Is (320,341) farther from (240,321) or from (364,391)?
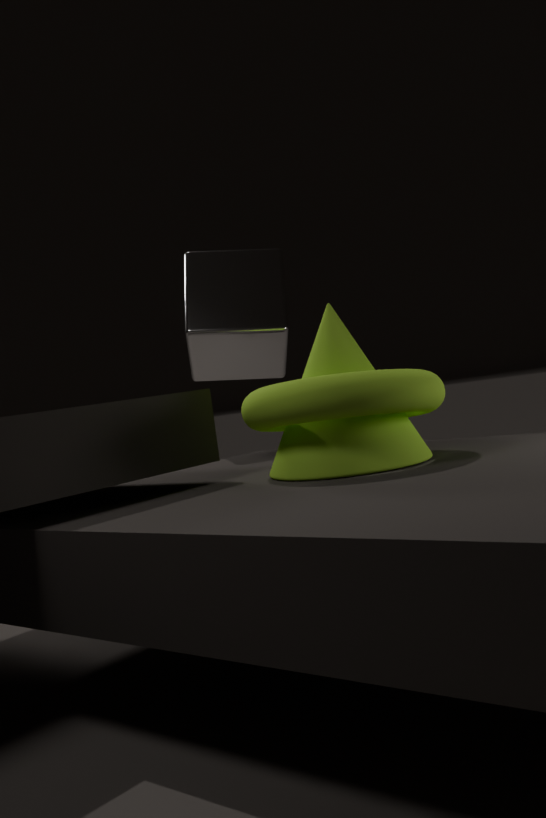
(240,321)
